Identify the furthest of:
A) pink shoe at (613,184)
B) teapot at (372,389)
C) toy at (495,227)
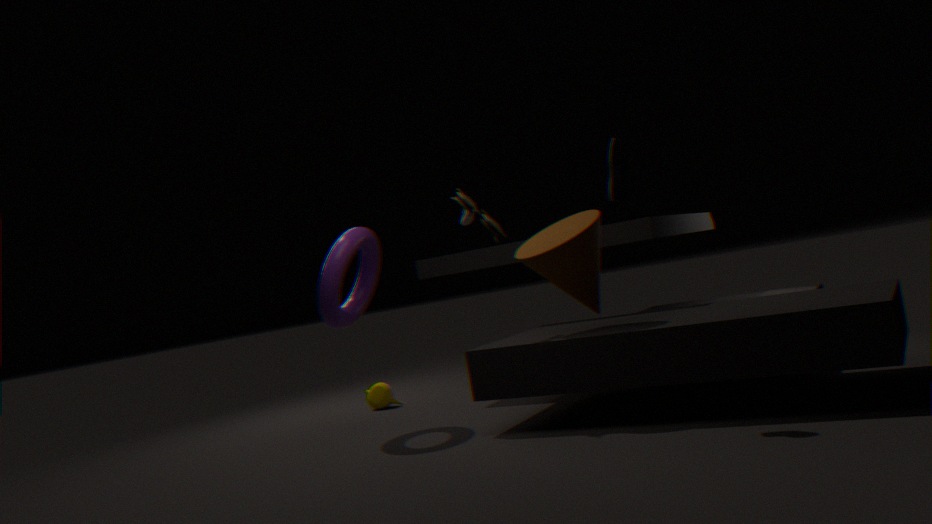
teapot at (372,389)
